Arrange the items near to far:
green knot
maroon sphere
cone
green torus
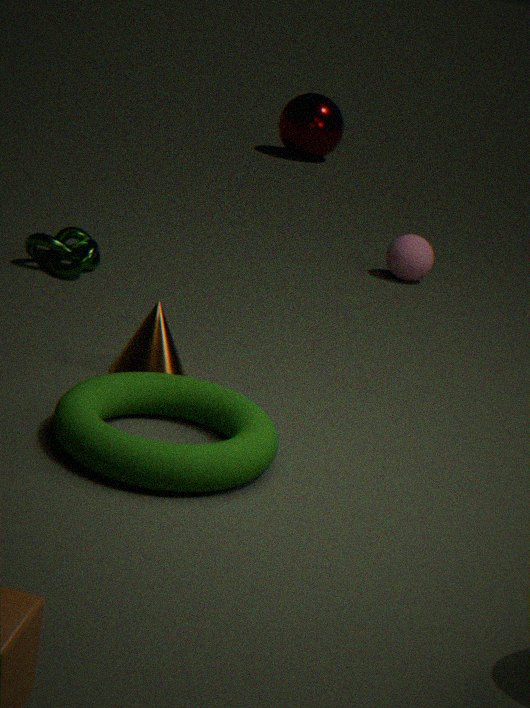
green torus, cone, green knot, maroon sphere
